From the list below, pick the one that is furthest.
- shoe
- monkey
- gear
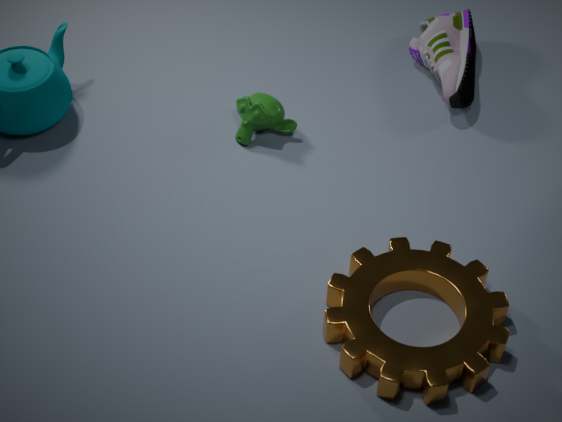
shoe
